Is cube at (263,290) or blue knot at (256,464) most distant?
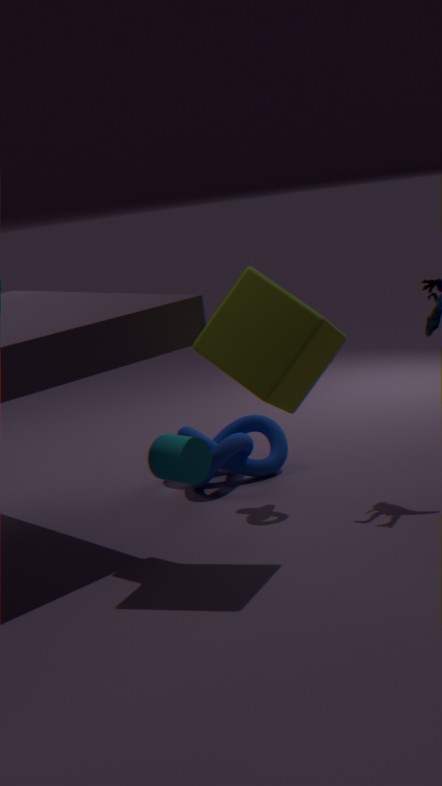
blue knot at (256,464)
